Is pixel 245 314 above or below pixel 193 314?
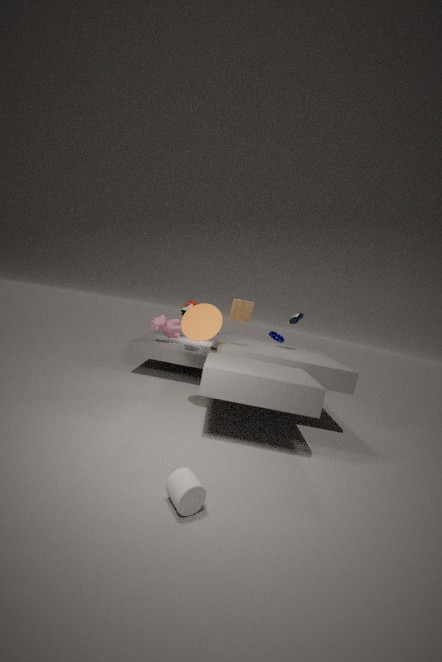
above
